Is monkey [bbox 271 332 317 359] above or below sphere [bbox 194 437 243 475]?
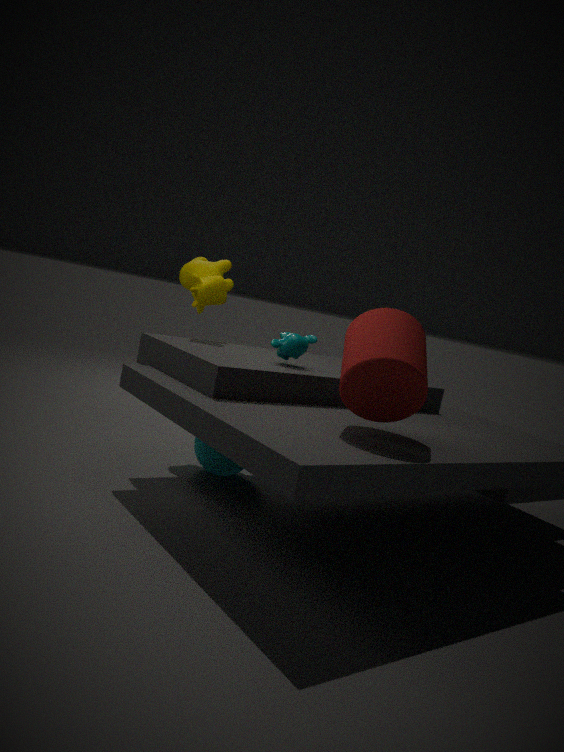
above
